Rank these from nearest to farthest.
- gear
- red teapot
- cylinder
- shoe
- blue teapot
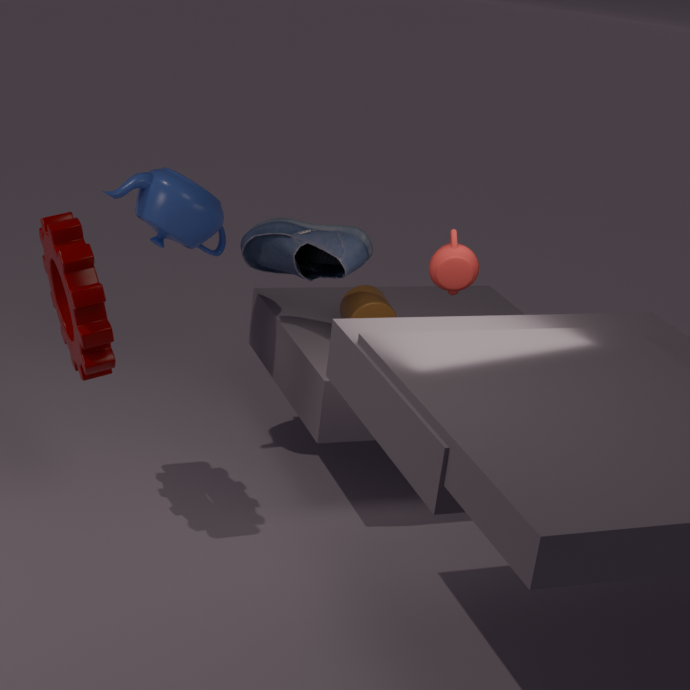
1. gear
2. red teapot
3. shoe
4. blue teapot
5. cylinder
